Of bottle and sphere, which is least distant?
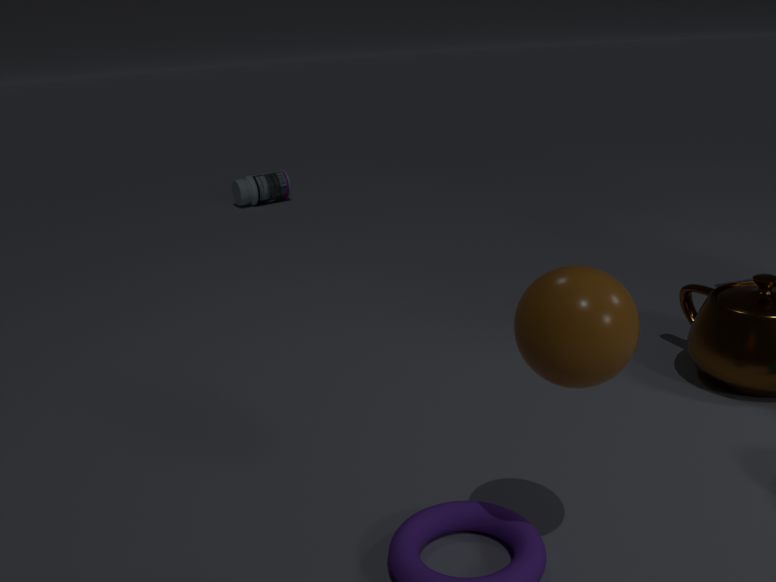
sphere
